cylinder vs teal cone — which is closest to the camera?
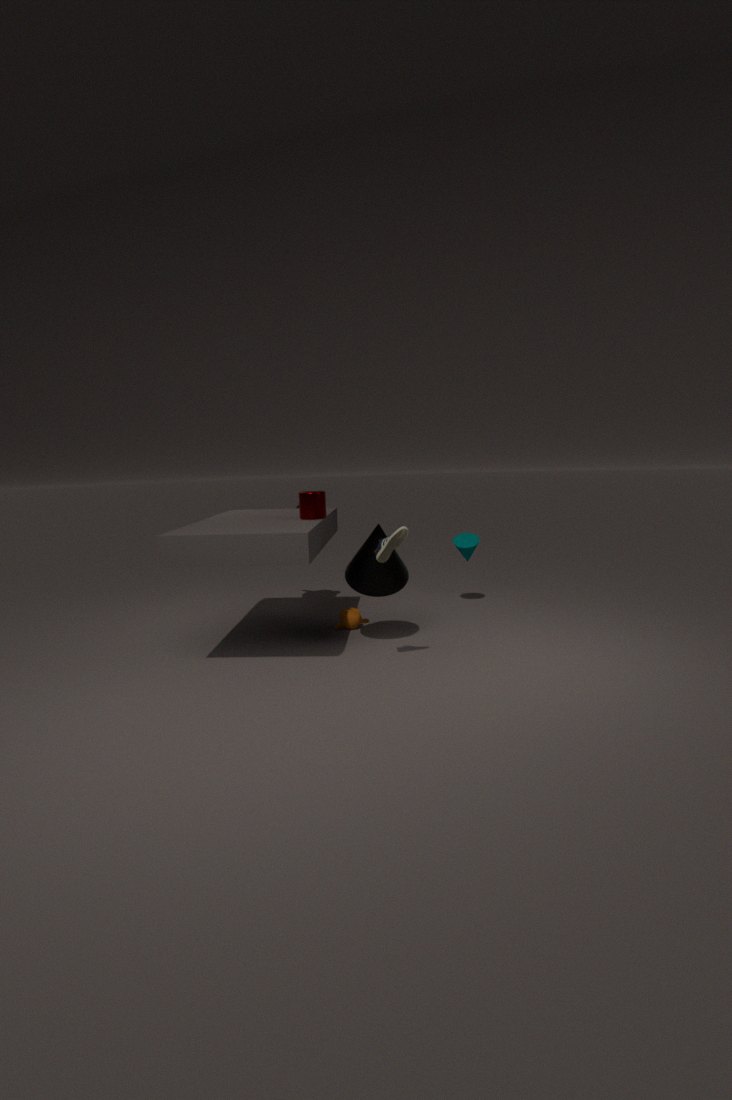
cylinder
